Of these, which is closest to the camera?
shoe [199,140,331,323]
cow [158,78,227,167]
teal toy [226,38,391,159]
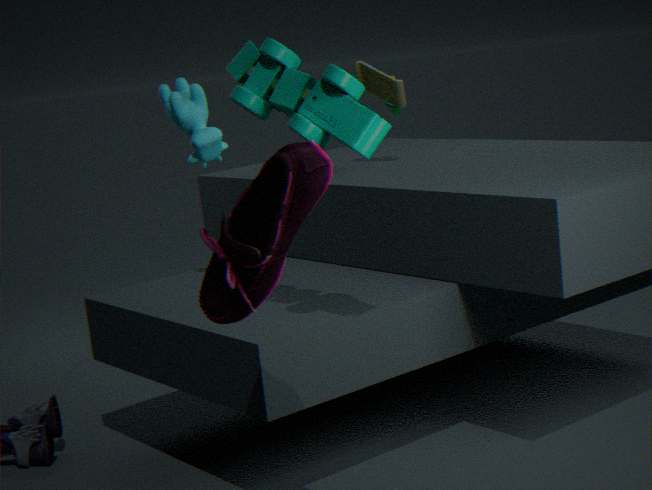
shoe [199,140,331,323]
